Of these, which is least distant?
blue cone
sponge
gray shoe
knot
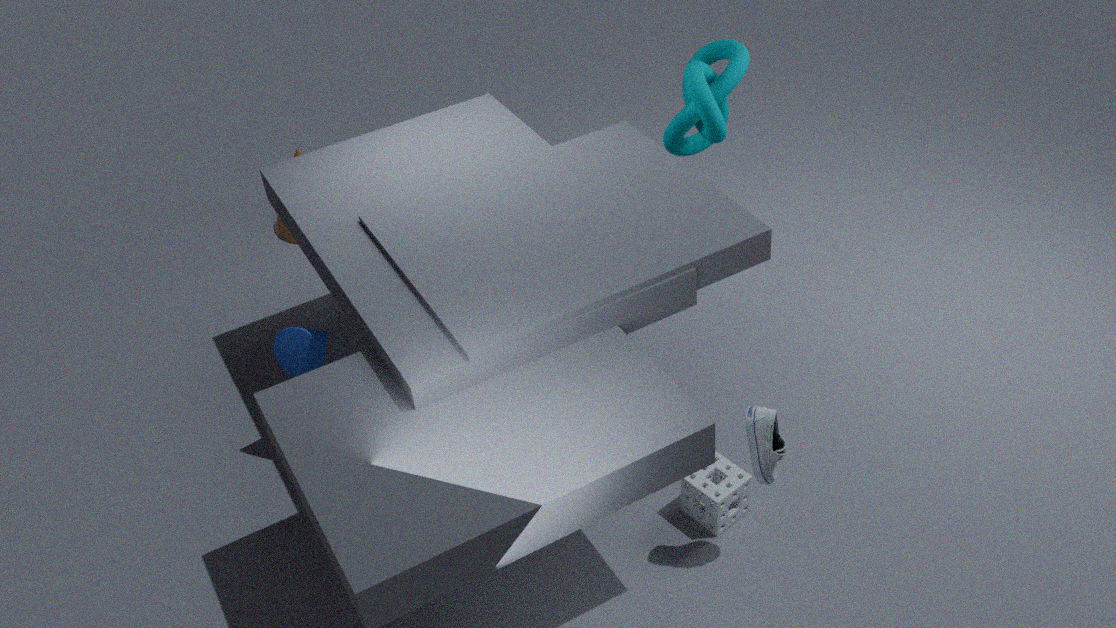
gray shoe
